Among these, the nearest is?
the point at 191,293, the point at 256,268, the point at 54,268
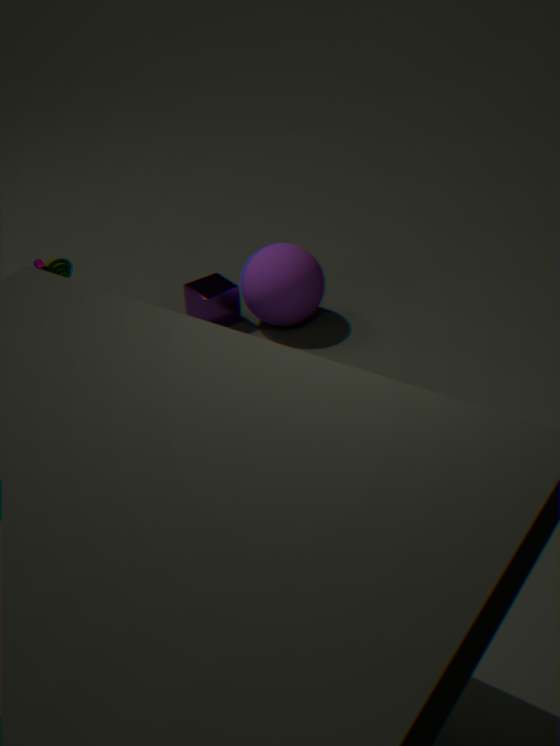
the point at 54,268
